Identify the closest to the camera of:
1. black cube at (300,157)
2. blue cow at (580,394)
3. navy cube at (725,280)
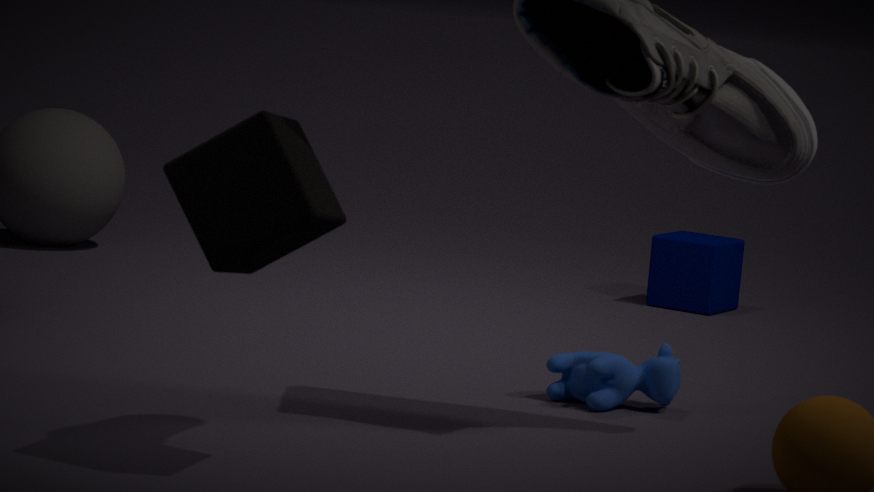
black cube at (300,157)
